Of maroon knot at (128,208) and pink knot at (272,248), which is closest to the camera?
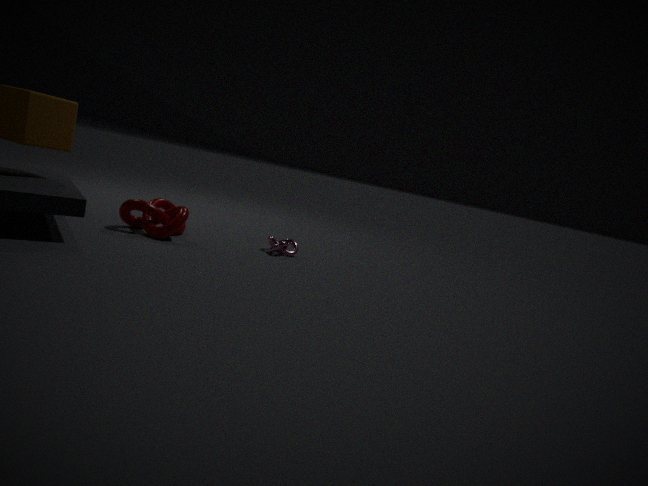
maroon knot at (128,208)
